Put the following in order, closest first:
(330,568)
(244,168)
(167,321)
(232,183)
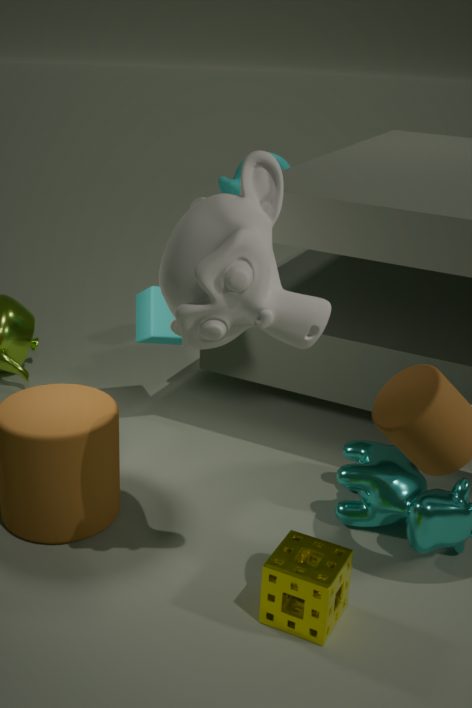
1. (244,168)
2. (330,568)
3. (167,321)
4. (232,183)
